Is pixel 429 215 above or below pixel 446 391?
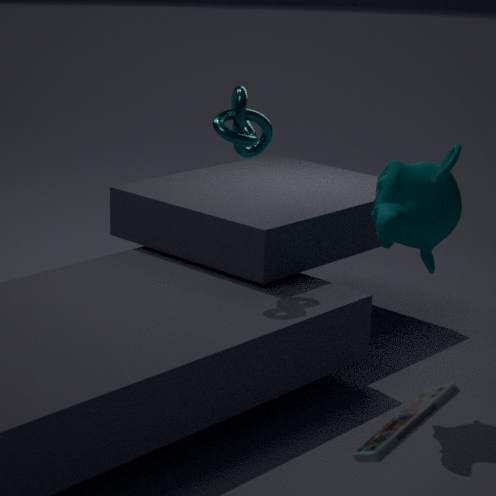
above
